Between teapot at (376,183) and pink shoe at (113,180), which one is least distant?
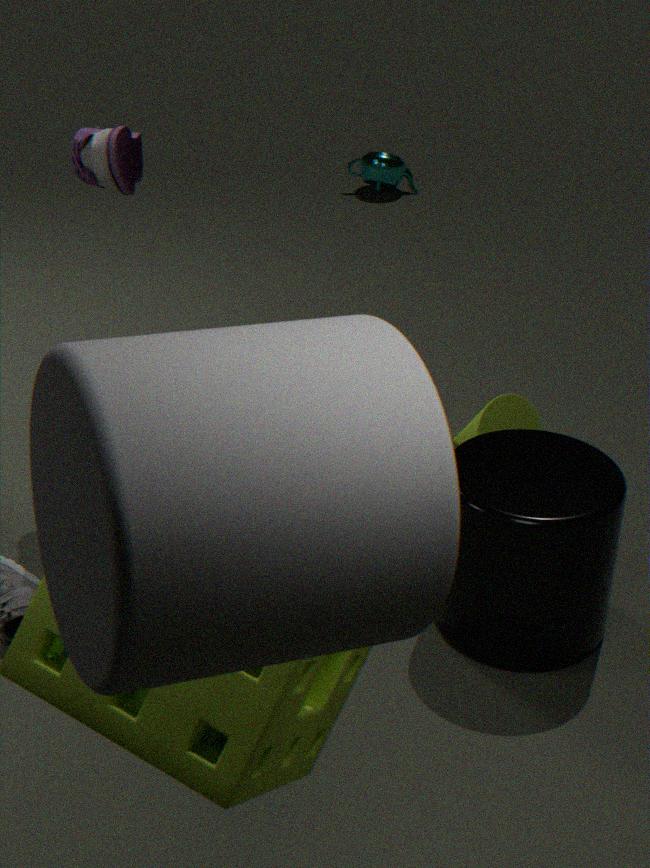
pink shoe at (113,180)
